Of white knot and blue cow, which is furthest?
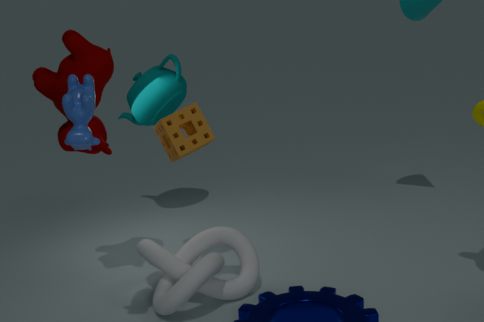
white knot
